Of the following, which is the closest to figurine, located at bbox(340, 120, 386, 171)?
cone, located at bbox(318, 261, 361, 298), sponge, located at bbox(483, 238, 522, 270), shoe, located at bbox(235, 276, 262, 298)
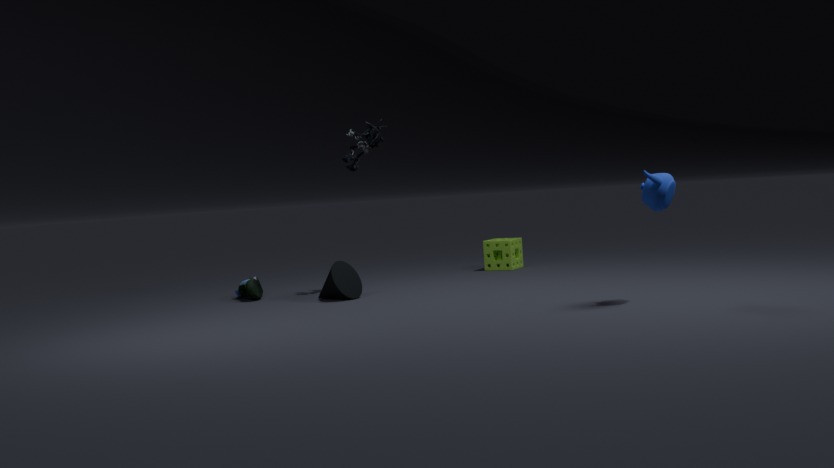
cone, located at bbox(318, 261, 361, 298)
